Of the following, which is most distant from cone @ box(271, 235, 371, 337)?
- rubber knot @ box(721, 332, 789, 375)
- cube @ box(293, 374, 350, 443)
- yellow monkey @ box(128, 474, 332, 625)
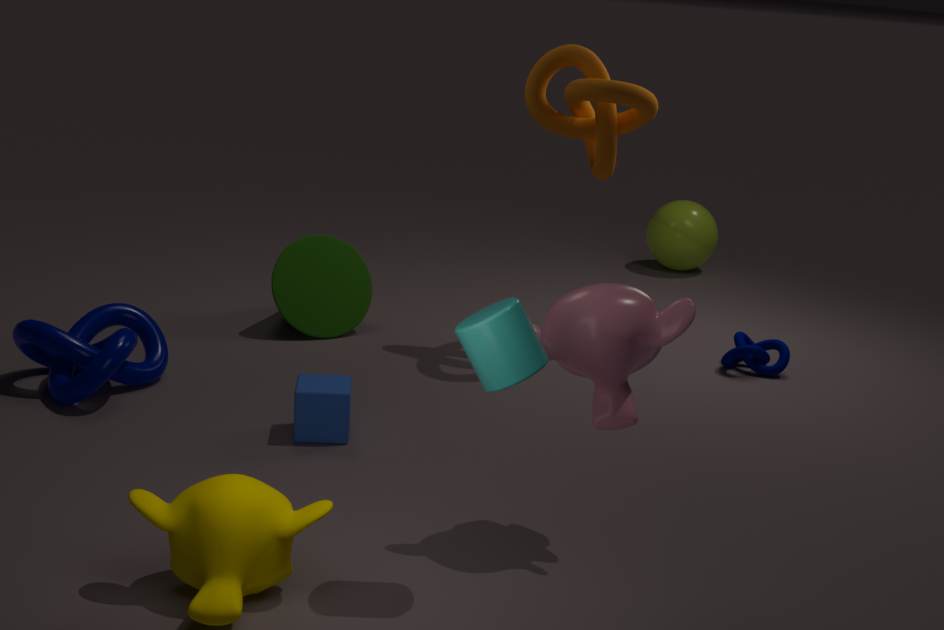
yellow monkey @ box(128, 474, 332, 625)
